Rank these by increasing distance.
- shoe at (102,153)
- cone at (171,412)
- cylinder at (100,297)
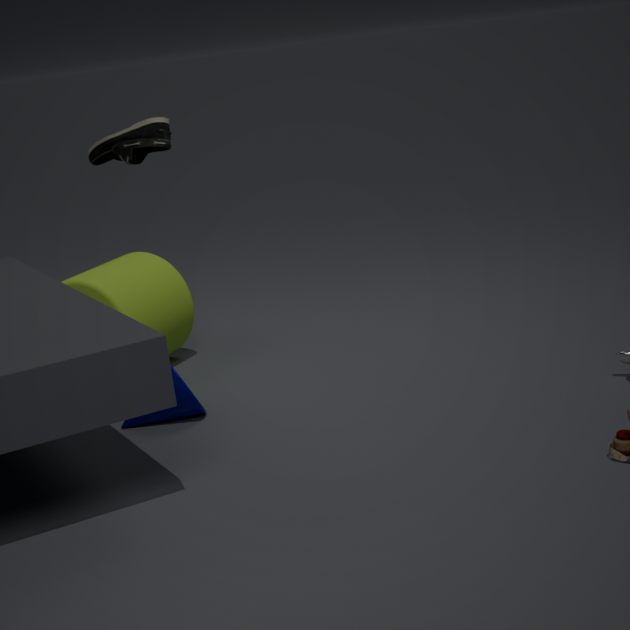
cone at (171,412) → cylinder at (100,297) → shoe at (102,153)
